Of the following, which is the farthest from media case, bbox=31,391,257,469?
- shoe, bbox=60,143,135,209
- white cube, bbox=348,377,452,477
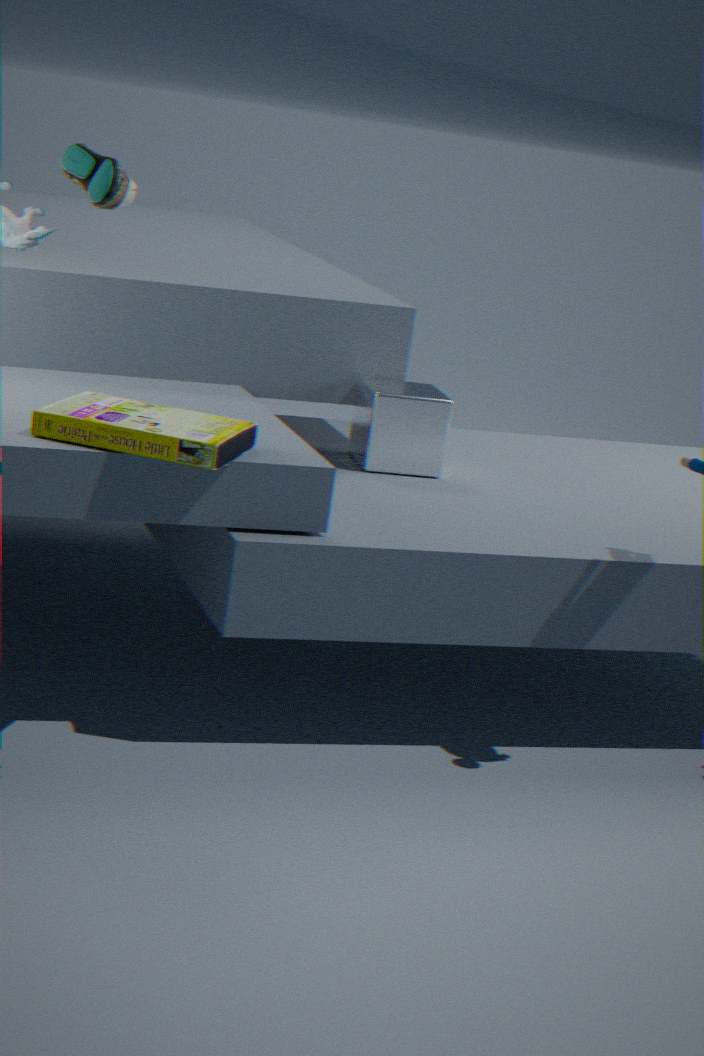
white cube, bbox=348,377,452,477
